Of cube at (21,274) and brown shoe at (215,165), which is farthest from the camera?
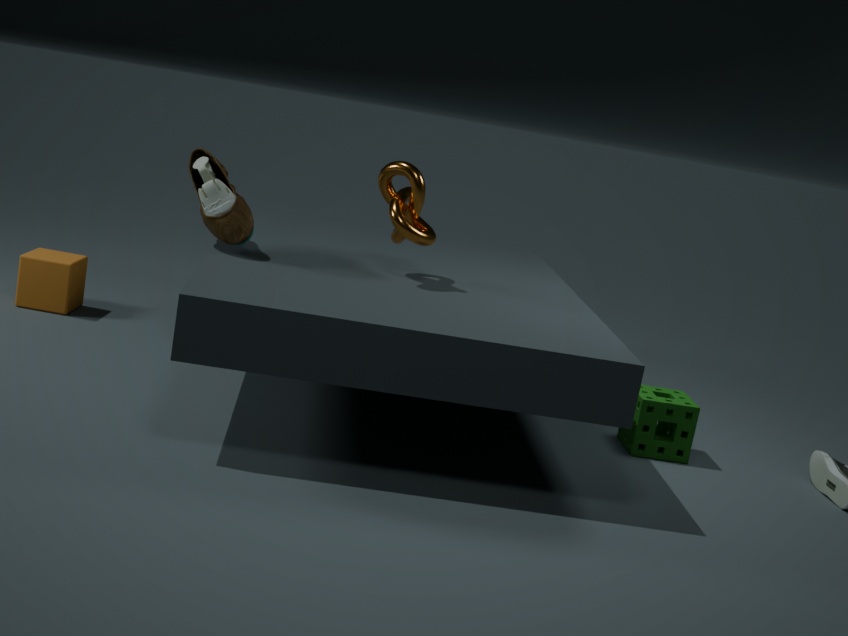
cube at (21,274)
